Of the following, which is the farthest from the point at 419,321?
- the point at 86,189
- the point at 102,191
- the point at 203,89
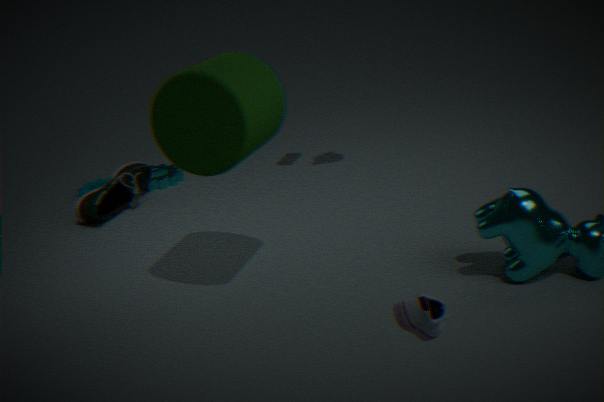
the point at 86,189
